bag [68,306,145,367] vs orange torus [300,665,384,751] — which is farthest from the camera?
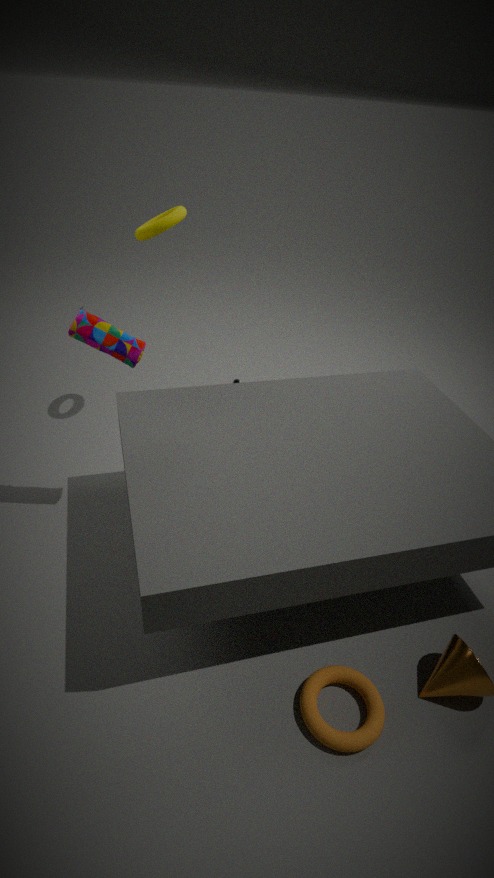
bag [68,306,145,367]
